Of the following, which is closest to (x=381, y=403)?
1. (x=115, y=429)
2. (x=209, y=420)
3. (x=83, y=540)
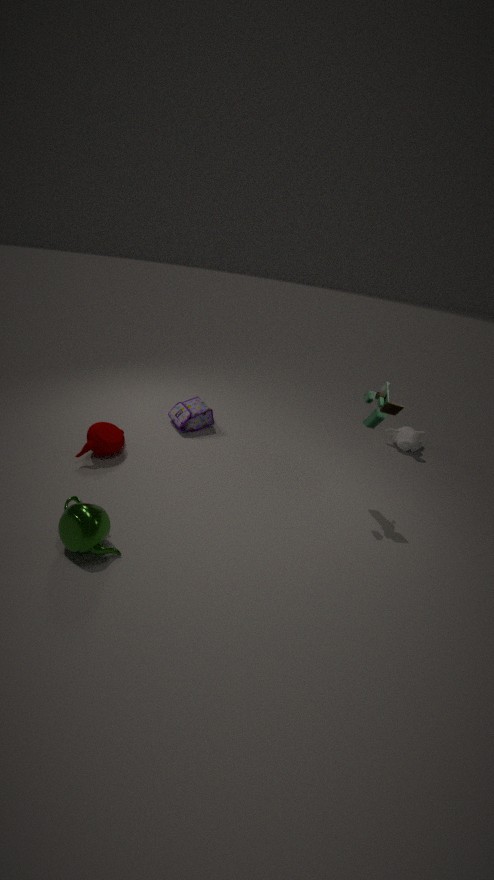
(x=209, y=420)
